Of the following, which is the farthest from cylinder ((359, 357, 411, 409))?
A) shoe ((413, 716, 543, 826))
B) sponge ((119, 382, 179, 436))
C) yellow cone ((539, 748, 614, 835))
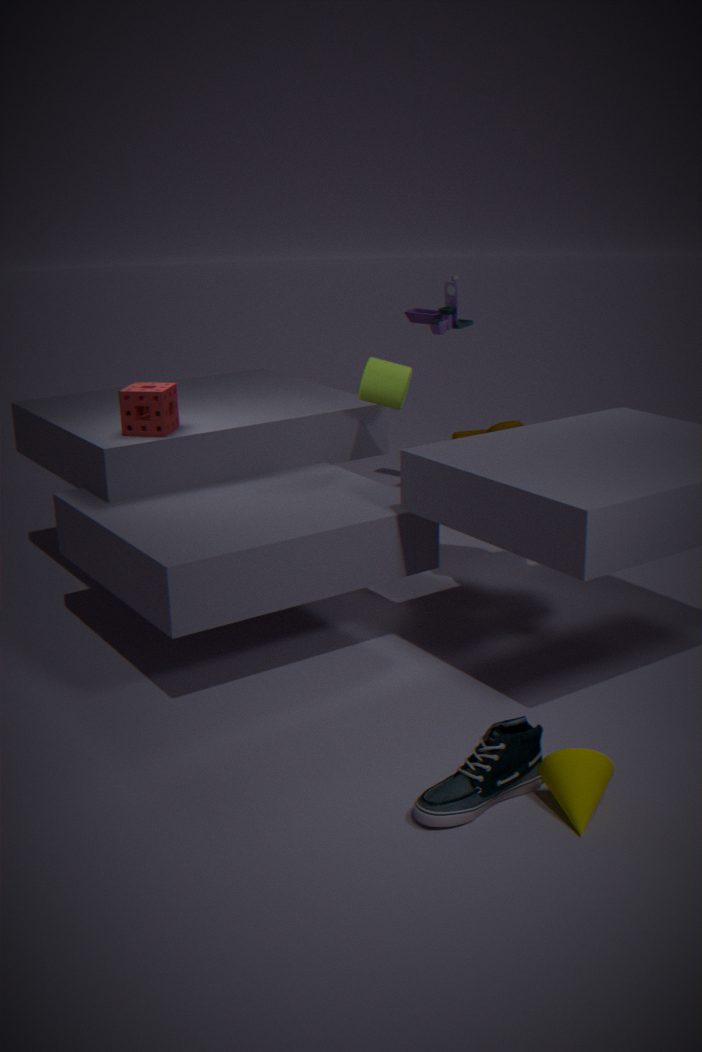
yellow cone ((539, 748, 614, 835))
